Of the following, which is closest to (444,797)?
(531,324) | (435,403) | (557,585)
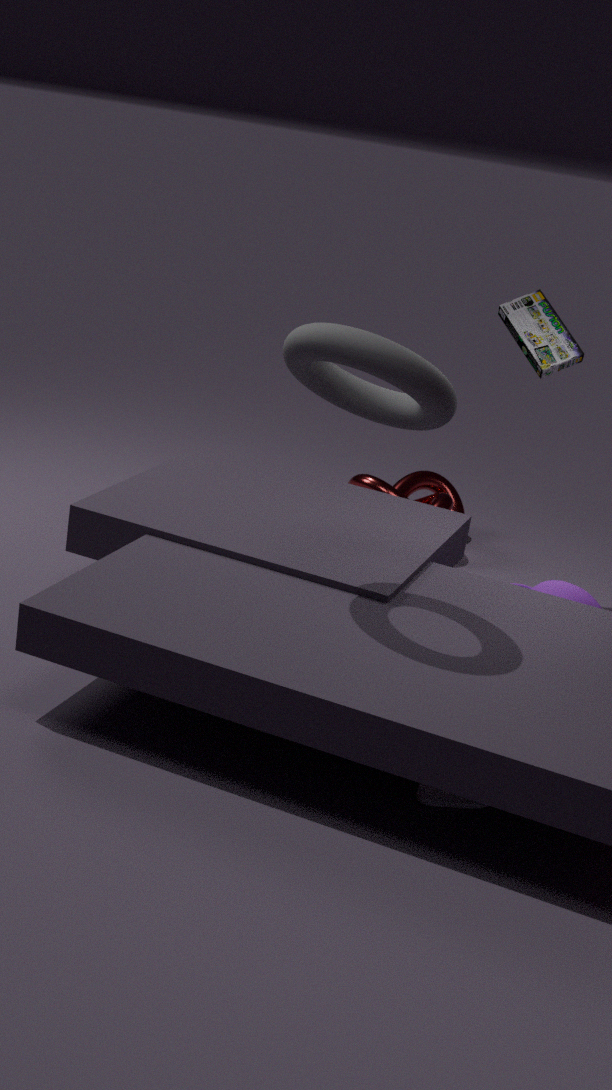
(557,585)
